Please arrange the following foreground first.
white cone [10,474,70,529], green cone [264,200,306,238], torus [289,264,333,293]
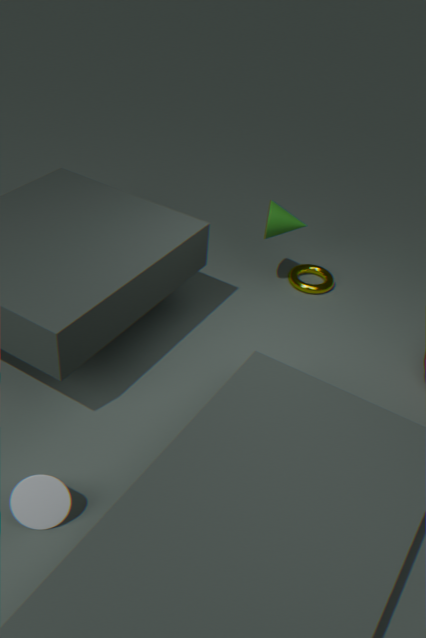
white cone [10,474,70,529], green cone [264,200,306,238], torus [289,264,333,293]
